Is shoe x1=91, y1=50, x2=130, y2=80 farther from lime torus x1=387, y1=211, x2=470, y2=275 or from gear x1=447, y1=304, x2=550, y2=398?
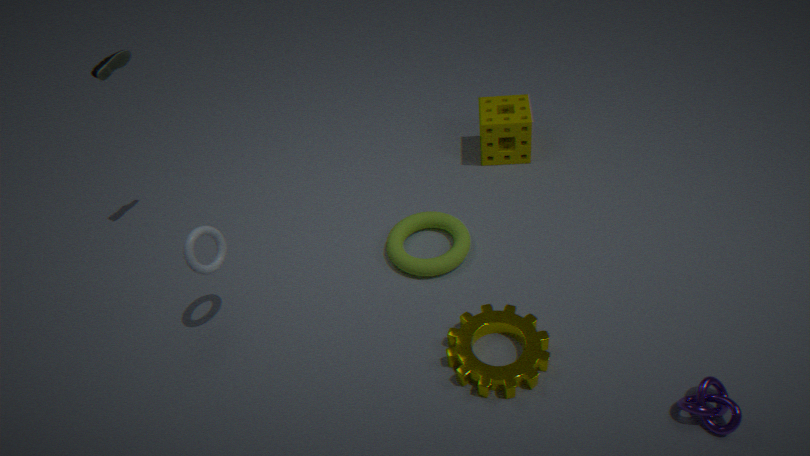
gear x1=447, y1=304, x2=550, y2=398
